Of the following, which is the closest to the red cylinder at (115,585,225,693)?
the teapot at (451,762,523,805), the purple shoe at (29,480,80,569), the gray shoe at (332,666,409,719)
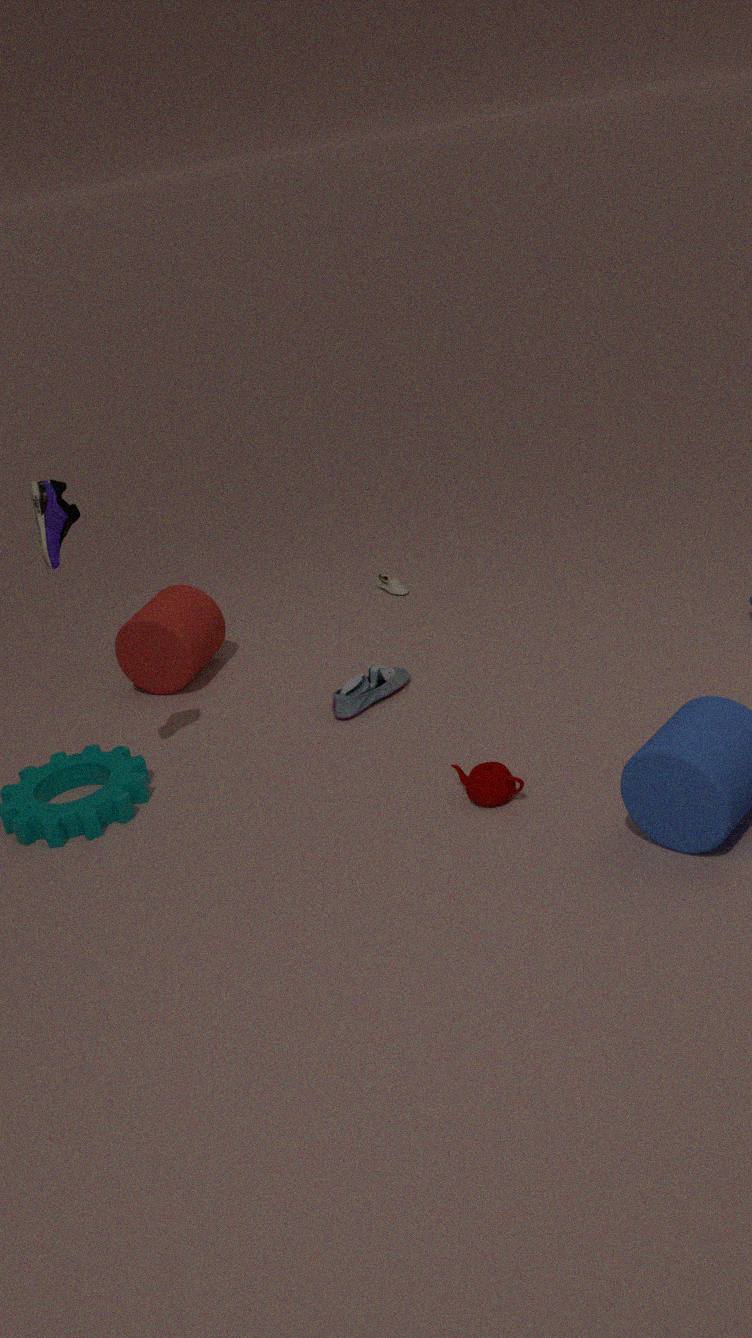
the gray shoe at (332,666,409,719)
